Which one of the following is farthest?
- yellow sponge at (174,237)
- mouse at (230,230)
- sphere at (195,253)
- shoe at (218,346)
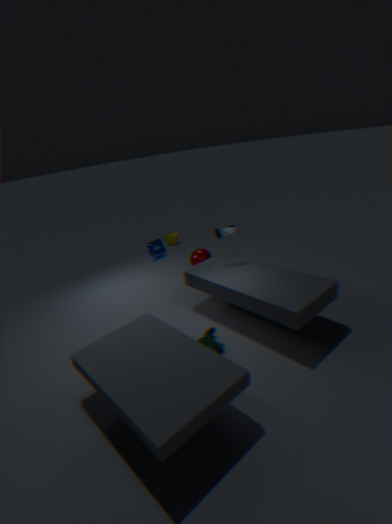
yellow sponge at (174,237)
